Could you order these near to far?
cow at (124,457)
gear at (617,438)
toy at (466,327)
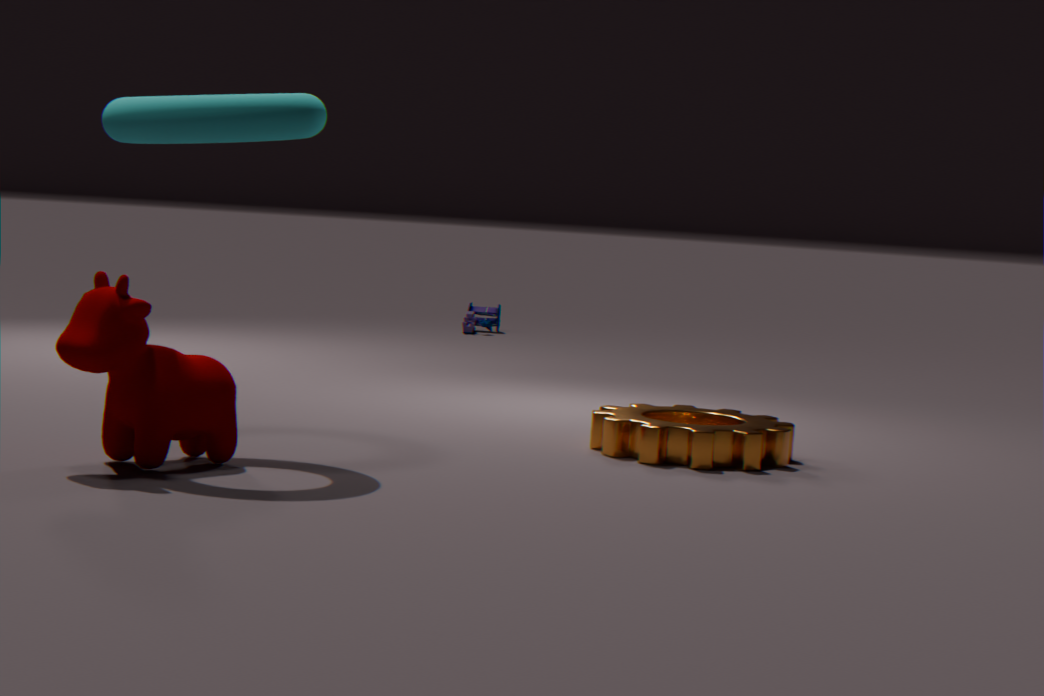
cow at (124,457) < gear at (617,438) < toy at (466,327)
